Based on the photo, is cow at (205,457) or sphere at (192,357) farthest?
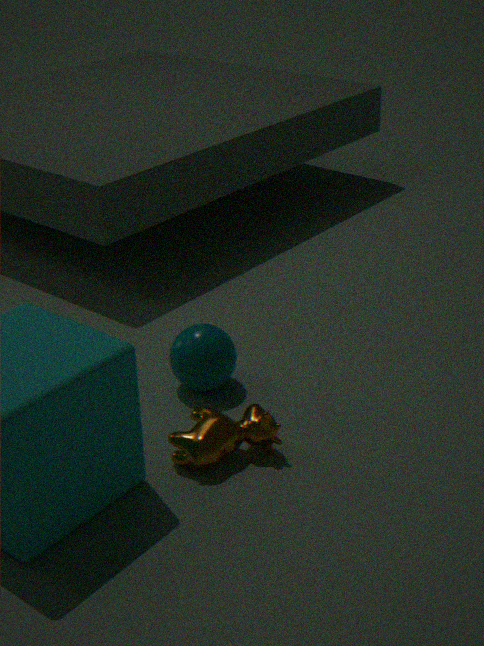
sphere at (192,357)
